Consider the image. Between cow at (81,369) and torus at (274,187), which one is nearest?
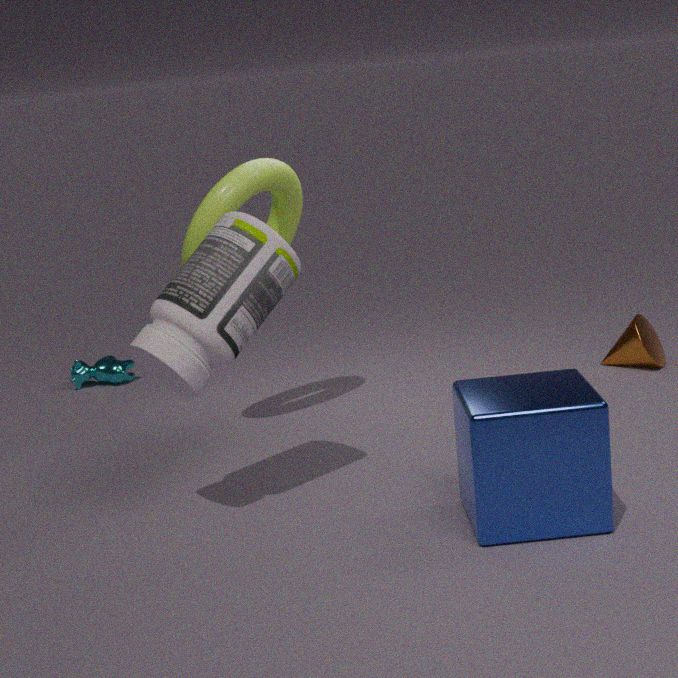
torus at (274,187)
